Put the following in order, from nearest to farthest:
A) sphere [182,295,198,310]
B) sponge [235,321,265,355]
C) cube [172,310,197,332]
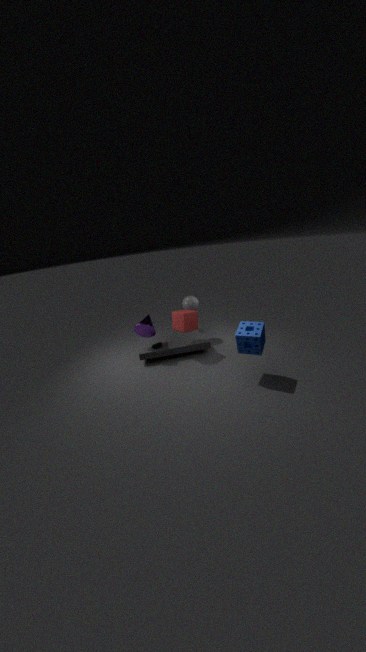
sponge [235,321,265,355], cube [172,310,197,332], sphere [182,295,198,310]
